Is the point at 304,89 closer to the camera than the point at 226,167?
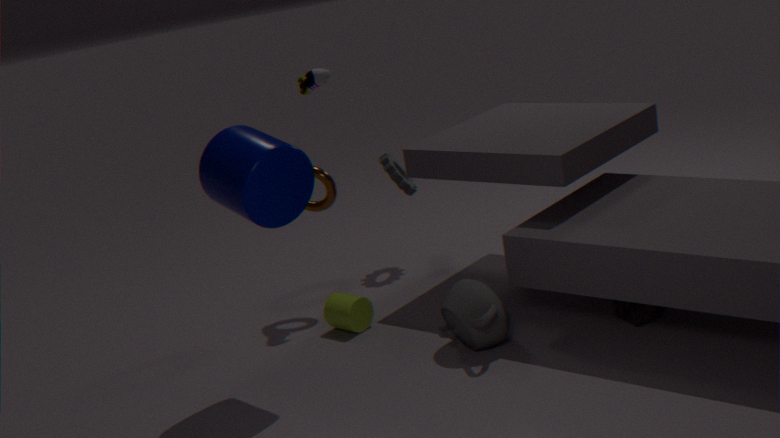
No
